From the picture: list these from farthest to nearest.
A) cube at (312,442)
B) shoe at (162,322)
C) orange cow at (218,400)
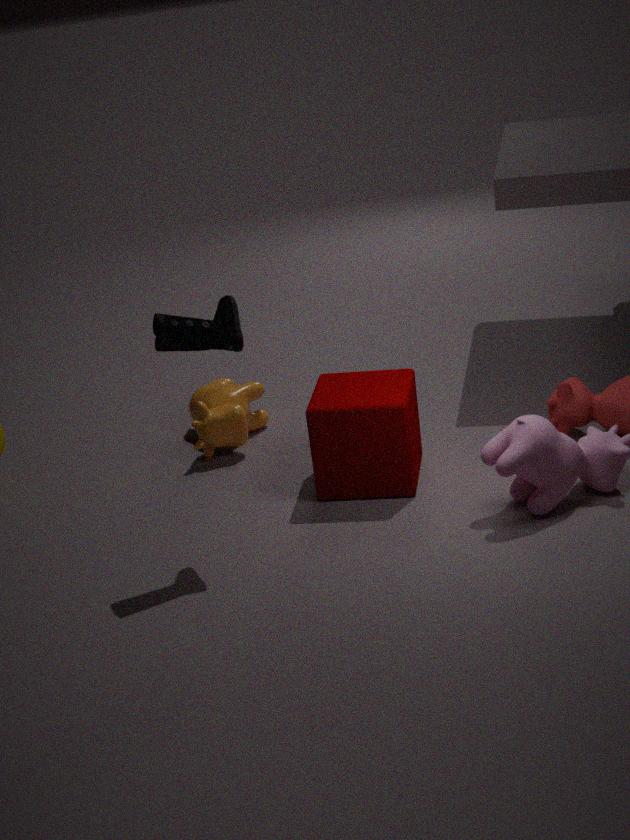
orange cow at (218,400)
cube at (312,442)
shoe at (162,322)
